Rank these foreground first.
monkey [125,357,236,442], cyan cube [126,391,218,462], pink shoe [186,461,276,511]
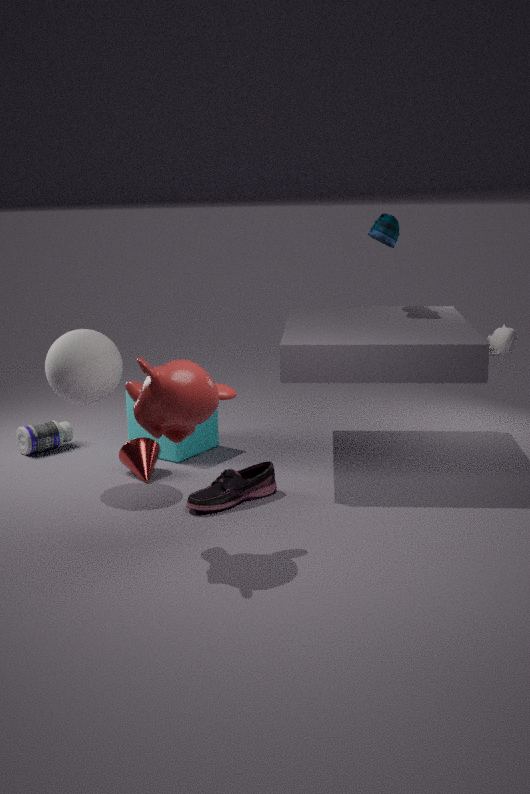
1. monkey [125,357,236,442]
2. pink shoe [186,461,276,511]
3. cyan cube [126,391,218,462]
